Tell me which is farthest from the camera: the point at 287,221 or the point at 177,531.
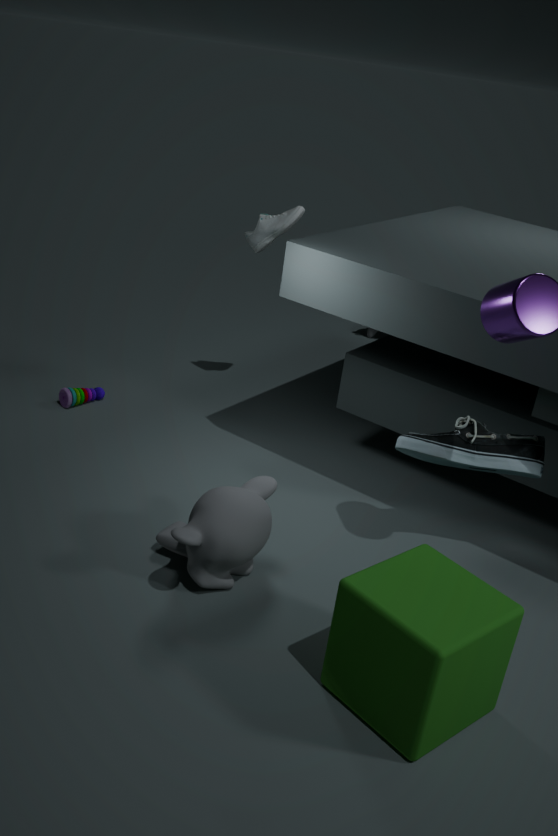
the point at 287,221
